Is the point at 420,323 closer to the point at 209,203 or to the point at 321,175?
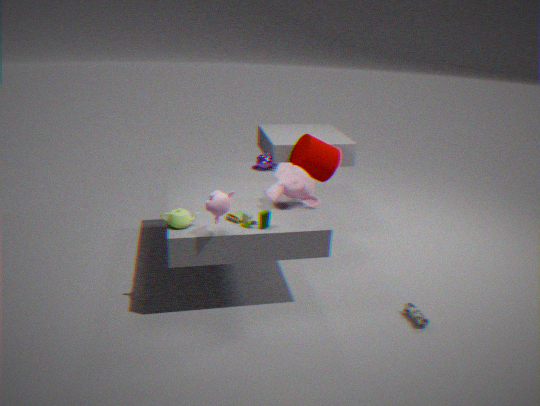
the point at 321,175
